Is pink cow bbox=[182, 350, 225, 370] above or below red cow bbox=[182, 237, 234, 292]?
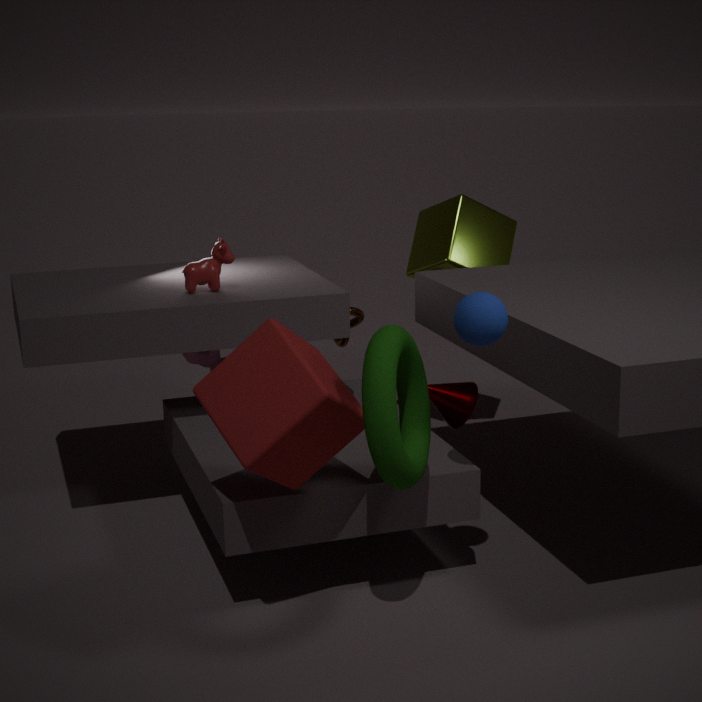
below
